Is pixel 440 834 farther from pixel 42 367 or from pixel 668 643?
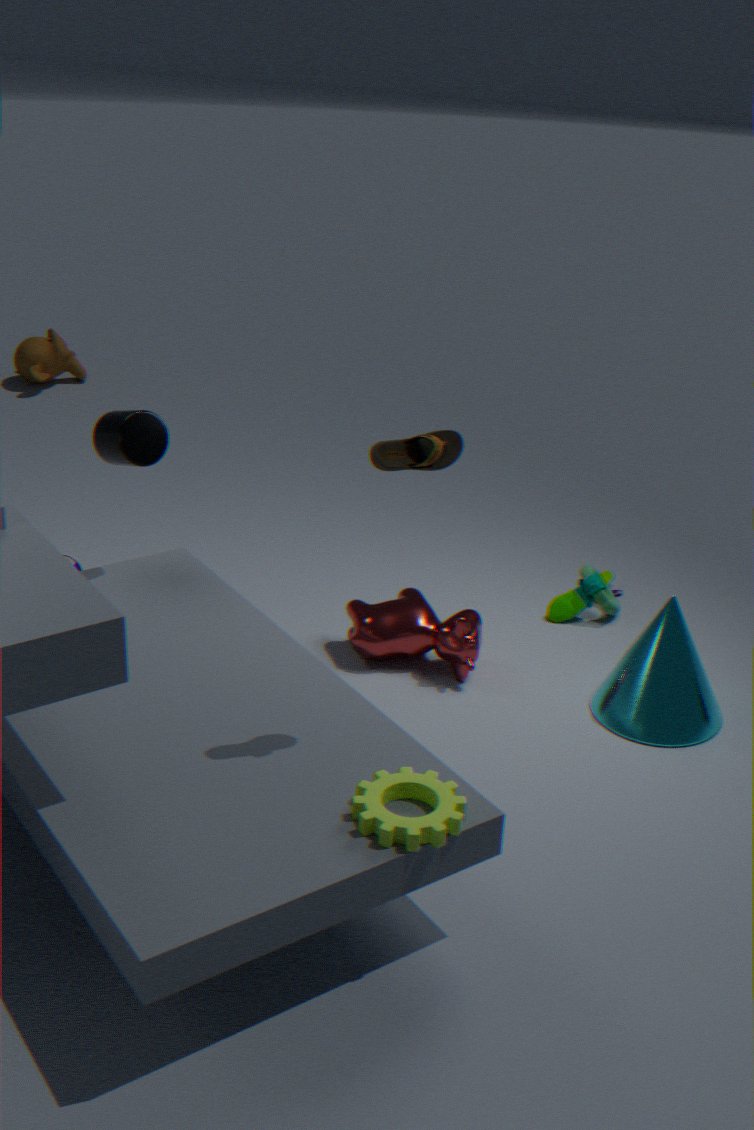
pixel 42 367
